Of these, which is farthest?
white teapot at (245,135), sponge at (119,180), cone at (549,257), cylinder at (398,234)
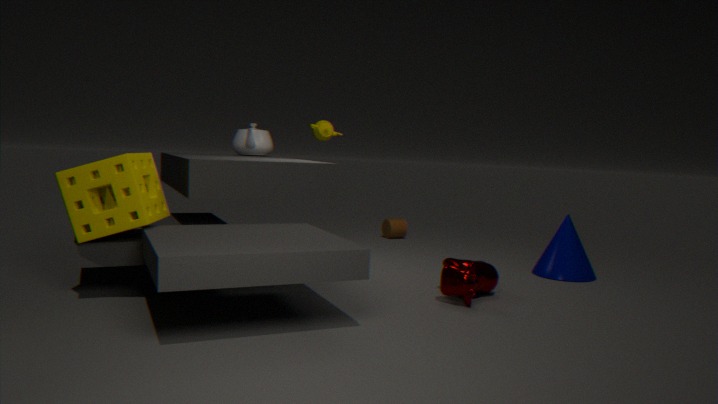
cylinder at (398,234)
